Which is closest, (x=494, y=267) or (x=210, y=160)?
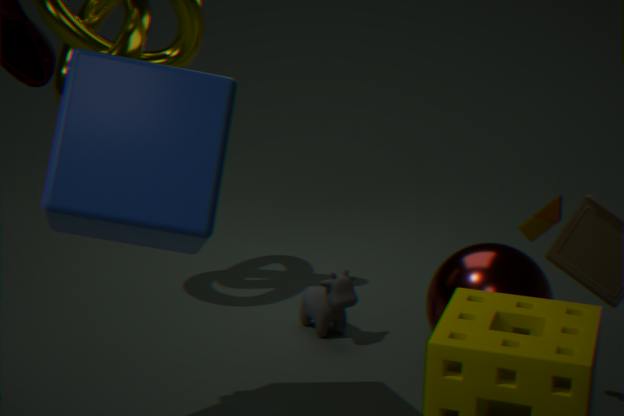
(x=210, y=160)
